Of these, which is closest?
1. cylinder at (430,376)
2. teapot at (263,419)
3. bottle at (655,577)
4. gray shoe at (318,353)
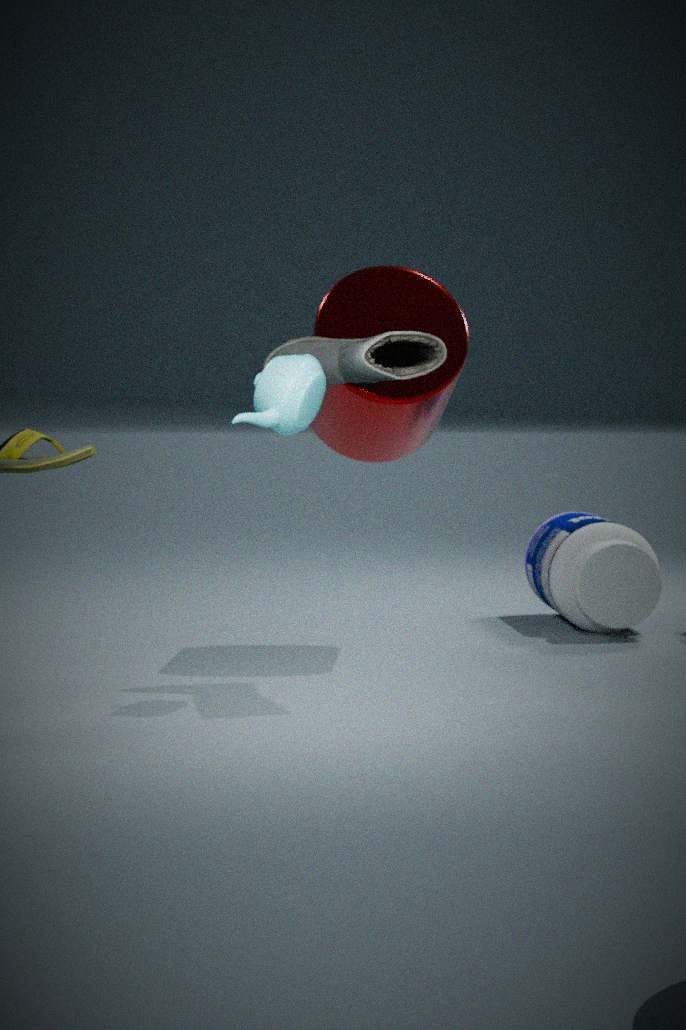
teapot at (263,419)
